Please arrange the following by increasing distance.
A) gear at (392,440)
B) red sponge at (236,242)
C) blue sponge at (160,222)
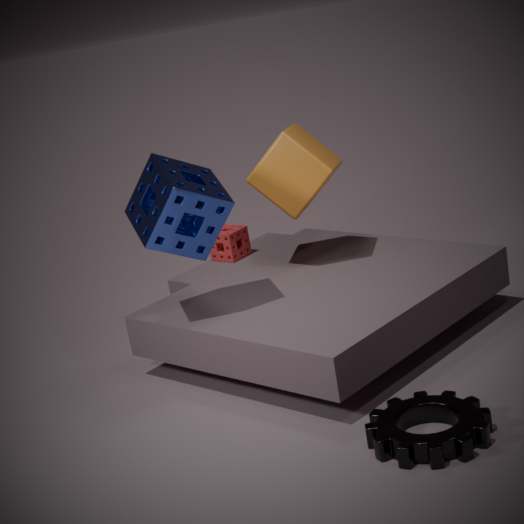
gear at (392,440) → blue sponge at (160,222) → red sponge at (236,242)
